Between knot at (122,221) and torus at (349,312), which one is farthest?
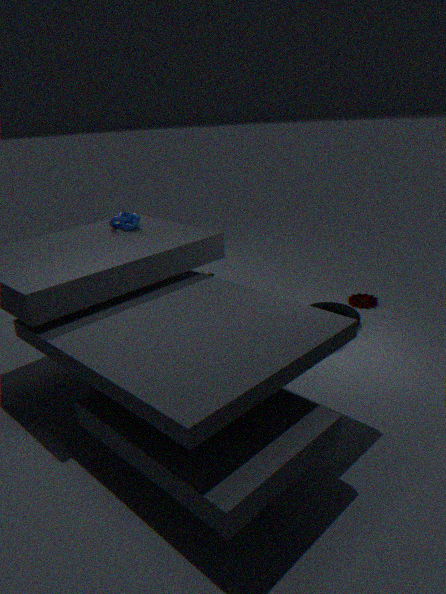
torus at (349,312)
